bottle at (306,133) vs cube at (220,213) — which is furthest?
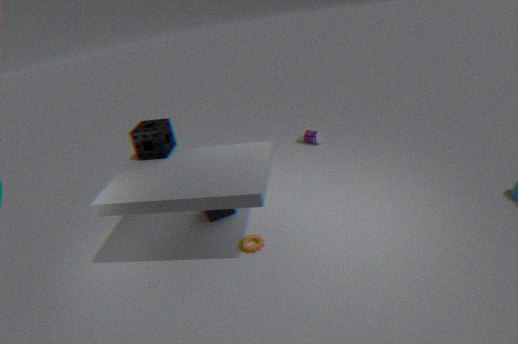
bottle at (306,133)
